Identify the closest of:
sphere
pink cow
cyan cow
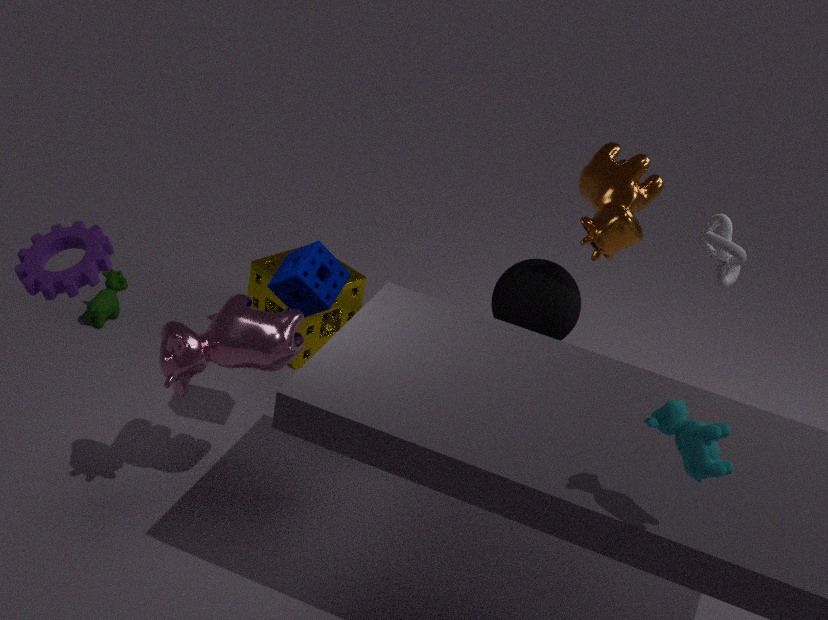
cyan cow
